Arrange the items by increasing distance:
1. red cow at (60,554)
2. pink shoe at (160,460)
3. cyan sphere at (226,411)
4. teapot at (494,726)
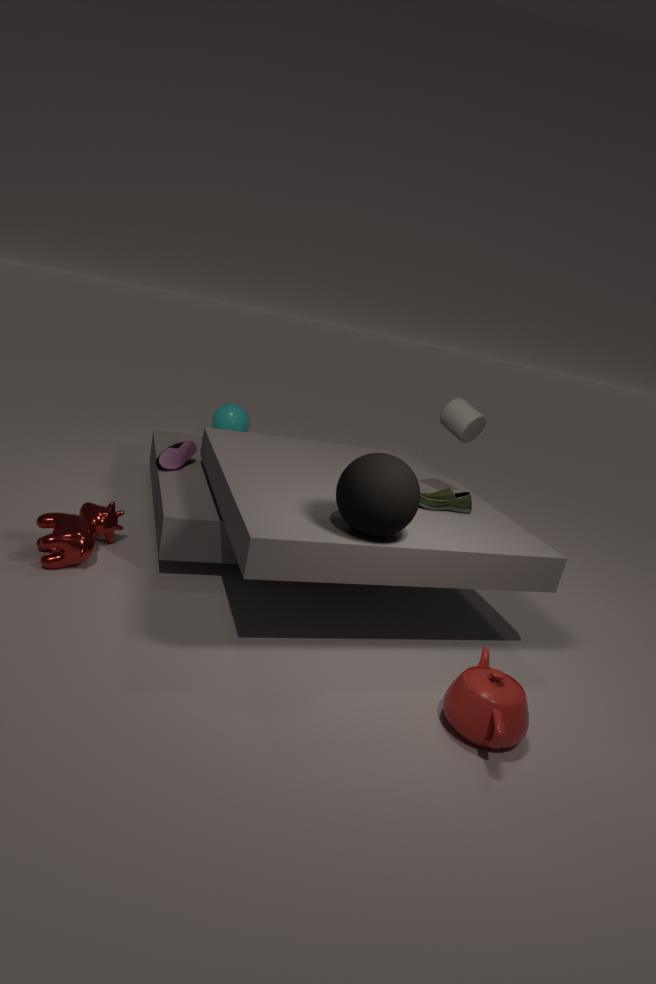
teapot at (494,726) < red cow at (60,554) < pink shoe at (160,460) < cyan sphere at (226,411)
